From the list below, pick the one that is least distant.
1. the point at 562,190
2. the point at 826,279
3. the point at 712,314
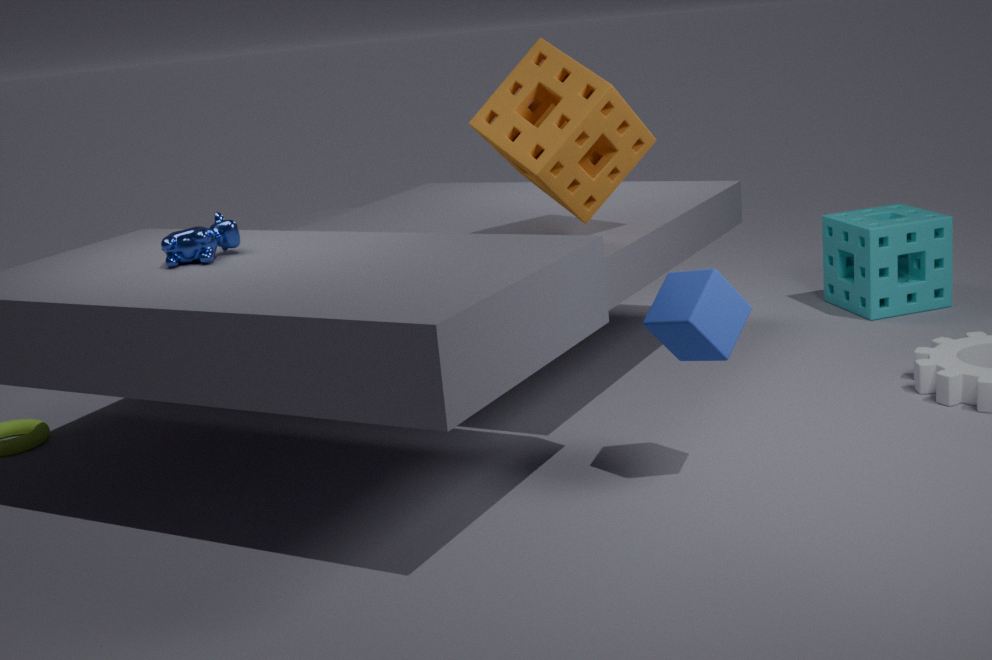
the point at 712,314
